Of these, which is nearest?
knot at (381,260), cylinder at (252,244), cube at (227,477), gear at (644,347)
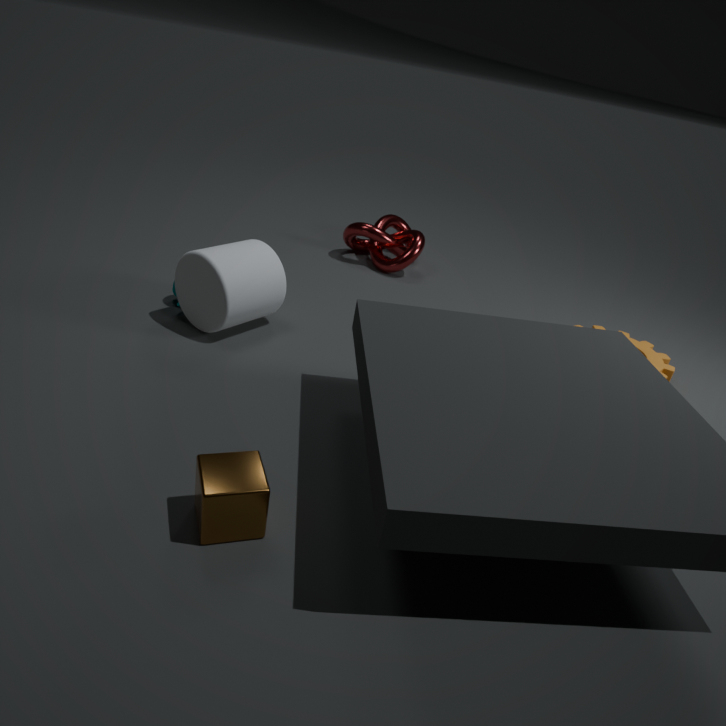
cube at (227,477)
